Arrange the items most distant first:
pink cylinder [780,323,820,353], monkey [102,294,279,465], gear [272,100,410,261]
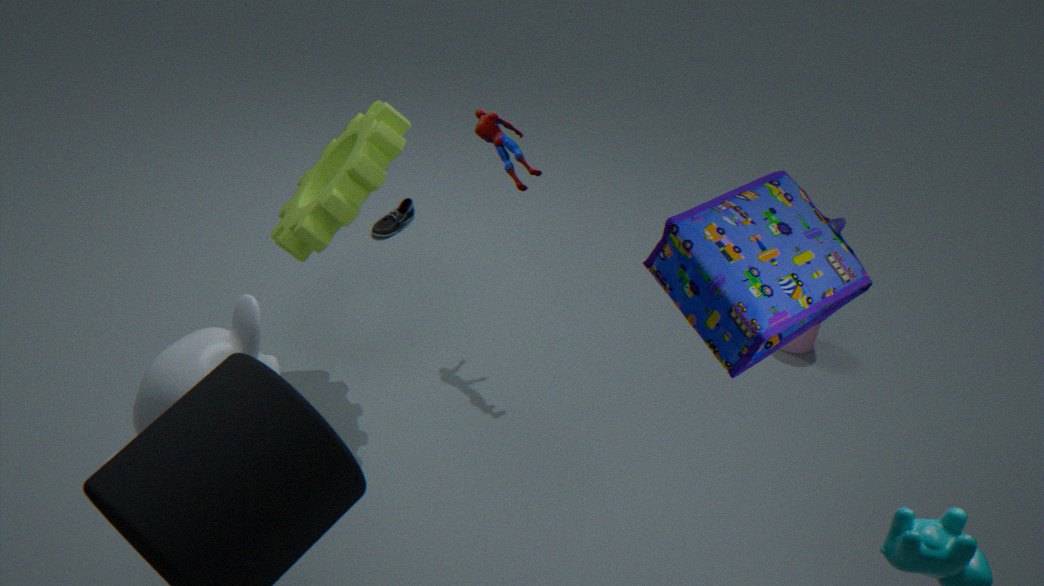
pink cylinder [780,323,820,353], gear [272,100,410,261], monkey [102,294,279,465]
